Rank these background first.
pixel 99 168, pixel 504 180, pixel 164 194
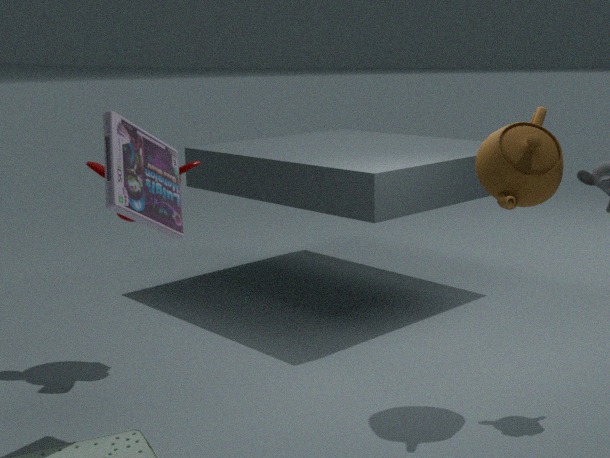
1. pixel 99 168
2. pixel 504 180
3. pixel 164 194
